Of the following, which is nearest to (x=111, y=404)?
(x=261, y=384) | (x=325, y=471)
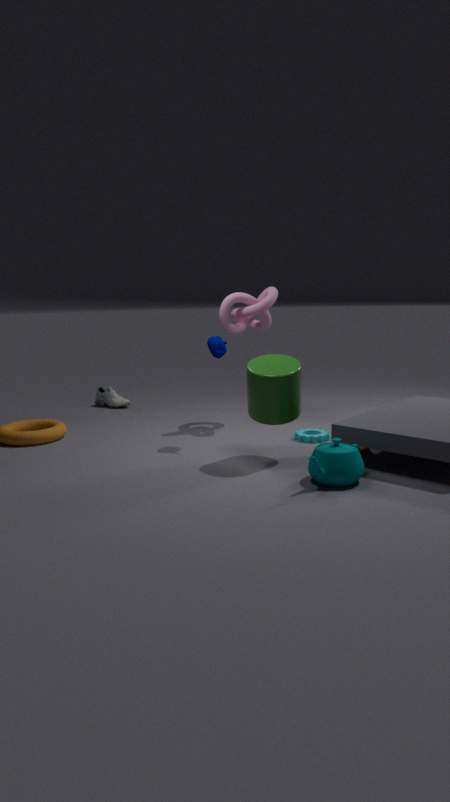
(x=261, y=384)
